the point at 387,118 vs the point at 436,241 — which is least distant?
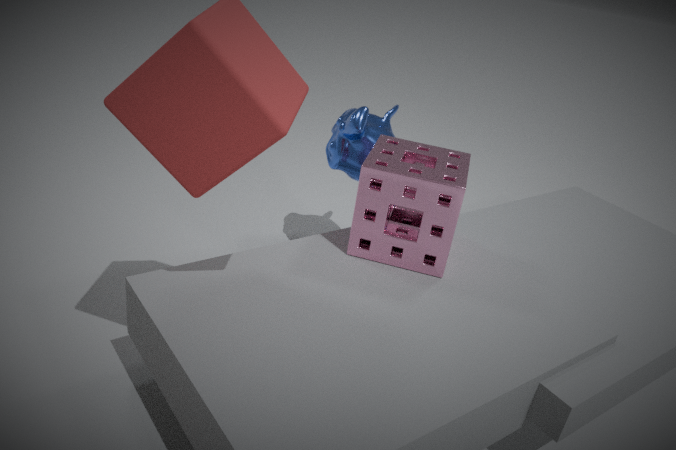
the point at 436,241
